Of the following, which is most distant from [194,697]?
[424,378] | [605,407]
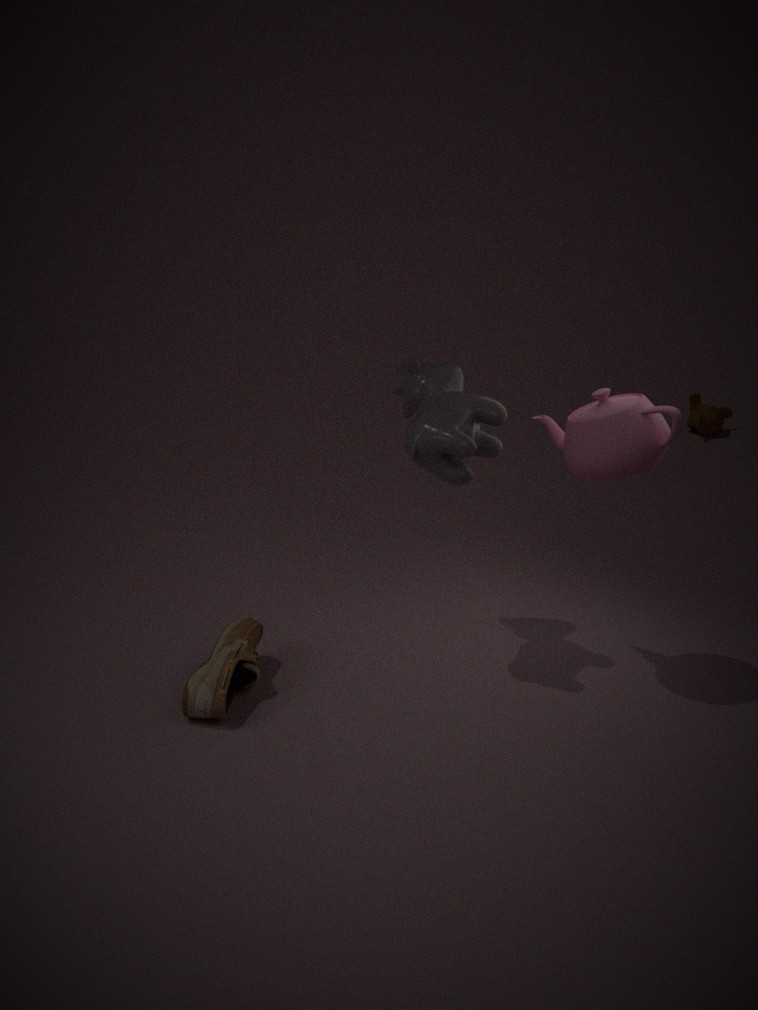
[605,407]
